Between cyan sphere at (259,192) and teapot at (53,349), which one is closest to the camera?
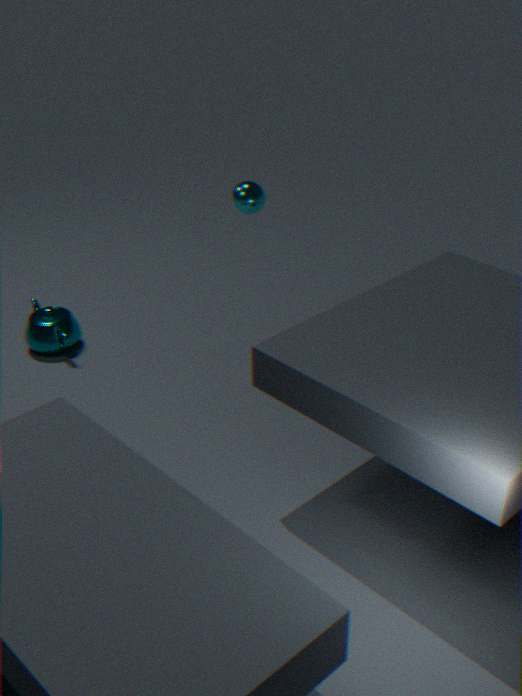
cyan sphere at (259,192)
